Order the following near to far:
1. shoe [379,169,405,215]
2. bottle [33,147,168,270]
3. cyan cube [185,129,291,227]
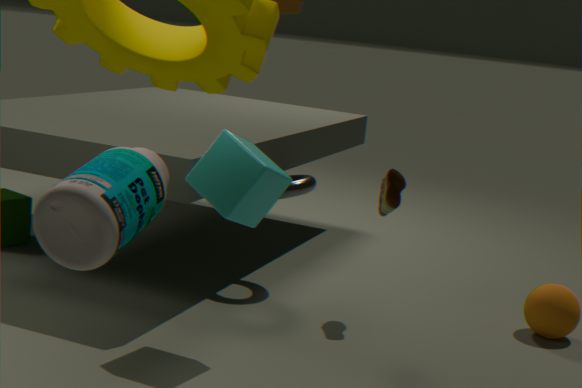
bottle [33,147,168,270], cyan cube [185,129,291,227], shoe [379,169,405,215]
